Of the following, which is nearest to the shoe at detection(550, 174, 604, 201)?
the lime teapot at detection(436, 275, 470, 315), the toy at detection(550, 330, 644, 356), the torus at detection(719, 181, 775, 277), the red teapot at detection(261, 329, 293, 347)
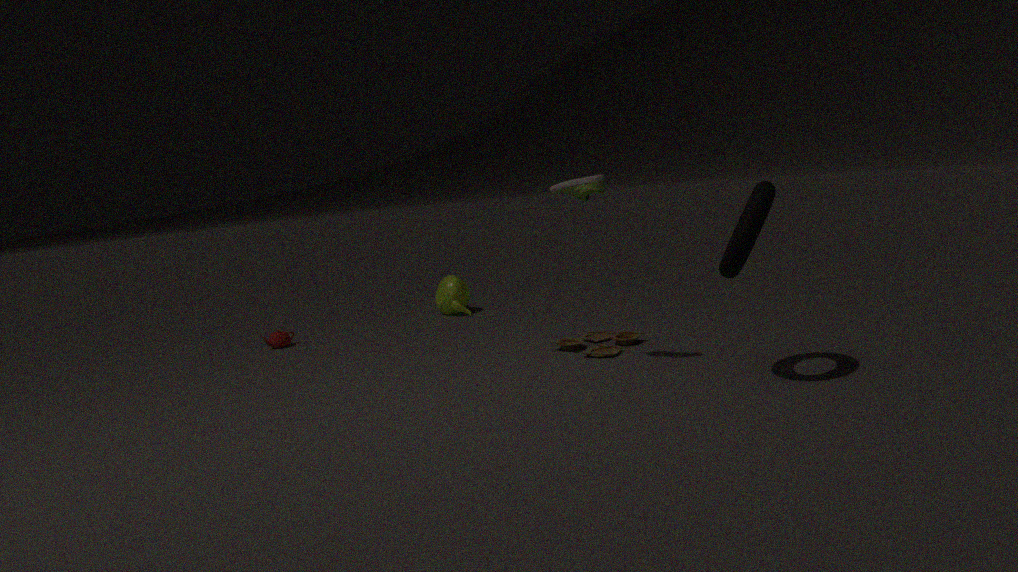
the torus at detection(719, 181, 775, 277)
